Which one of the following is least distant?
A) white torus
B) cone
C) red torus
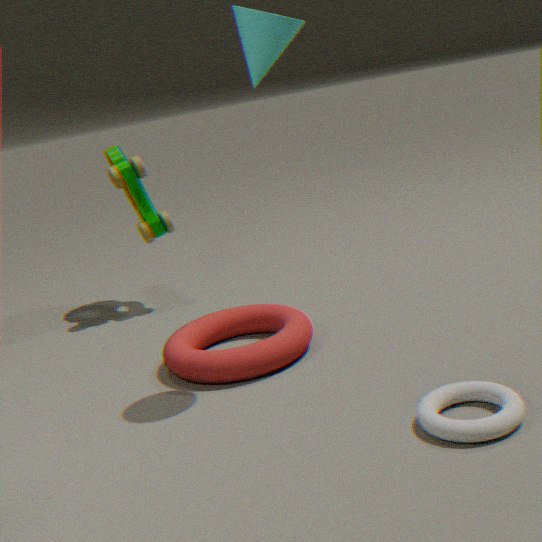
white torus
